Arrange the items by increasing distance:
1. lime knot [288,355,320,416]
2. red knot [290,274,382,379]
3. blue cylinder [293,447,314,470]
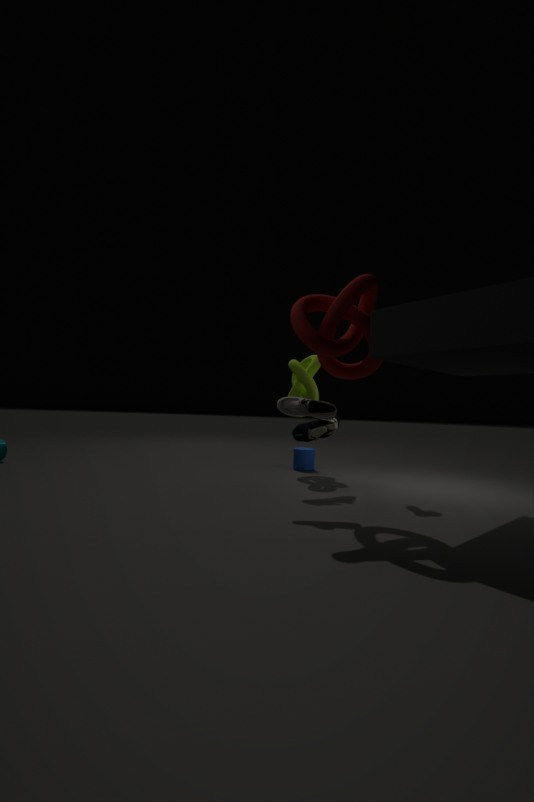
red knot [290,274,382,379] < lime knot [288,355,320,416] < blue cylinder [293,447,314,470]
